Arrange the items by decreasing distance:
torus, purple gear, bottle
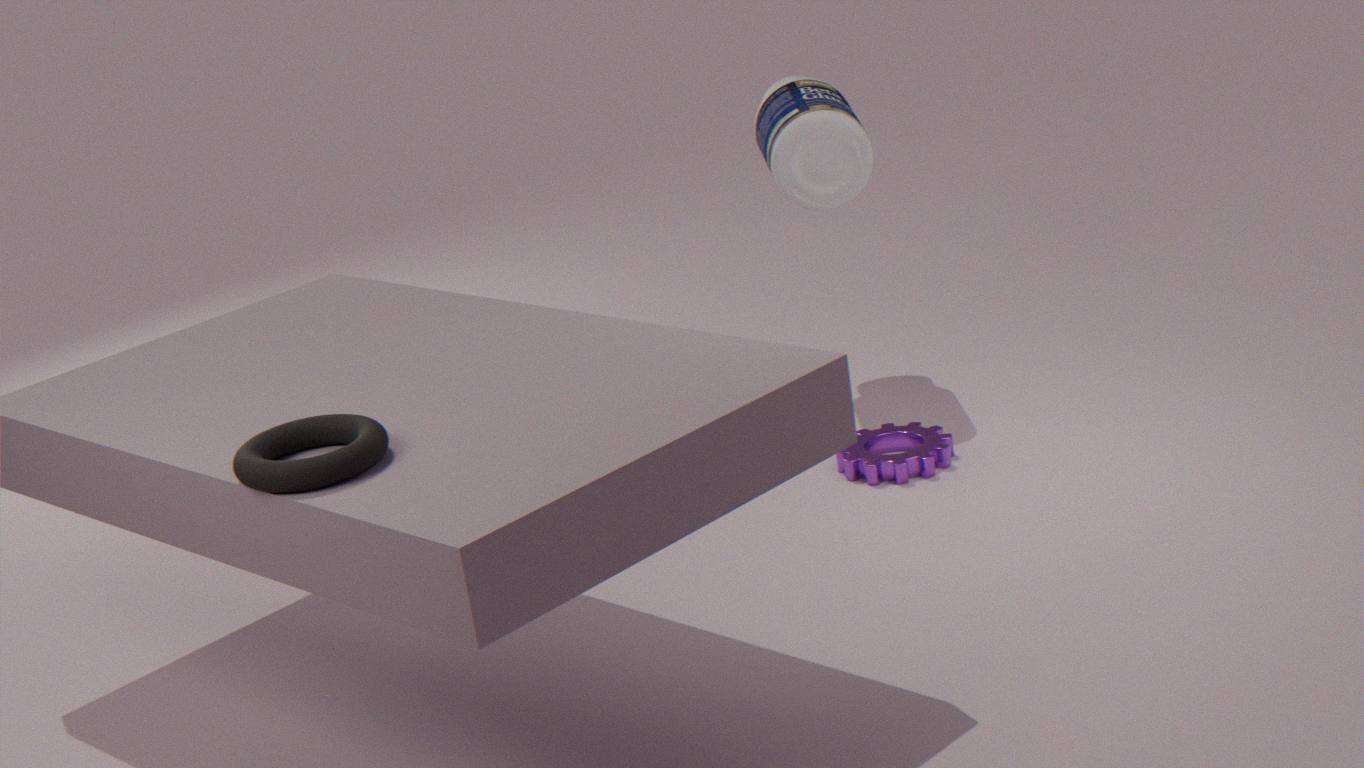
bottle, purple gear, torus
